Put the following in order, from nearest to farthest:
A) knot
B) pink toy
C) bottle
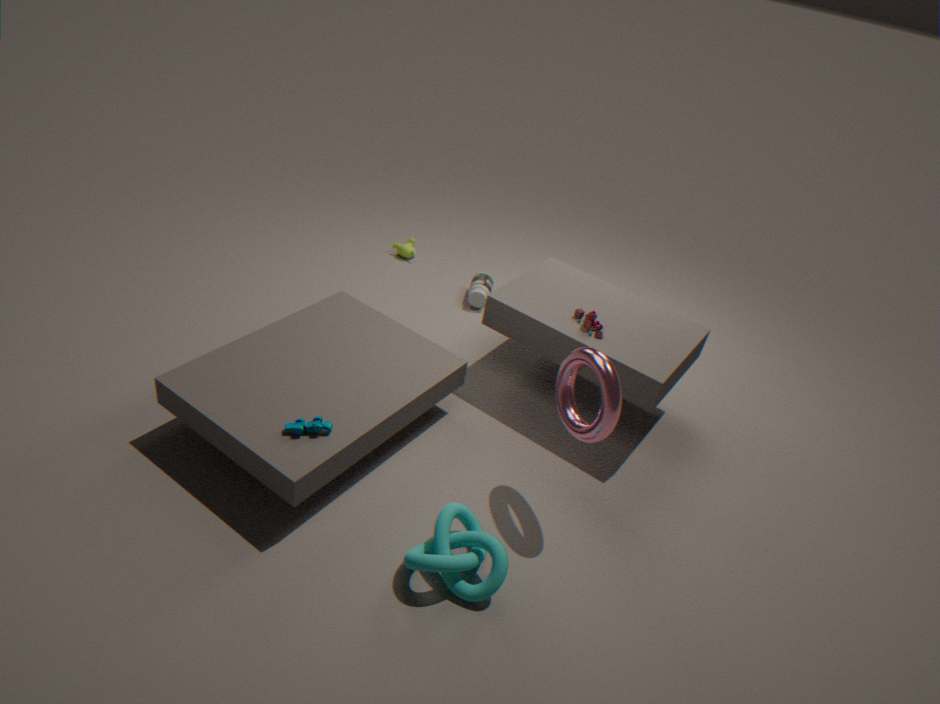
knot, pink toy, bottle
